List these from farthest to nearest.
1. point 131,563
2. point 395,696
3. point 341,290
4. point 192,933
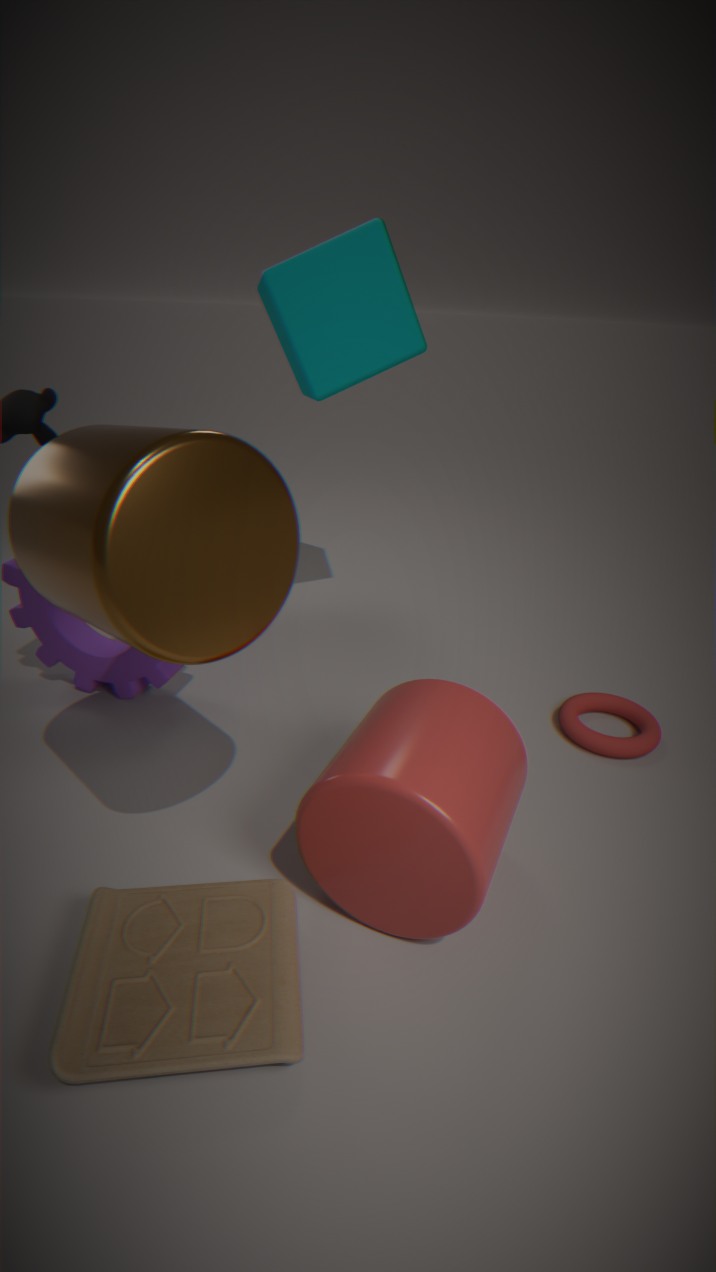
point 341,290
point 395,696
point 192,933
point 131,563
